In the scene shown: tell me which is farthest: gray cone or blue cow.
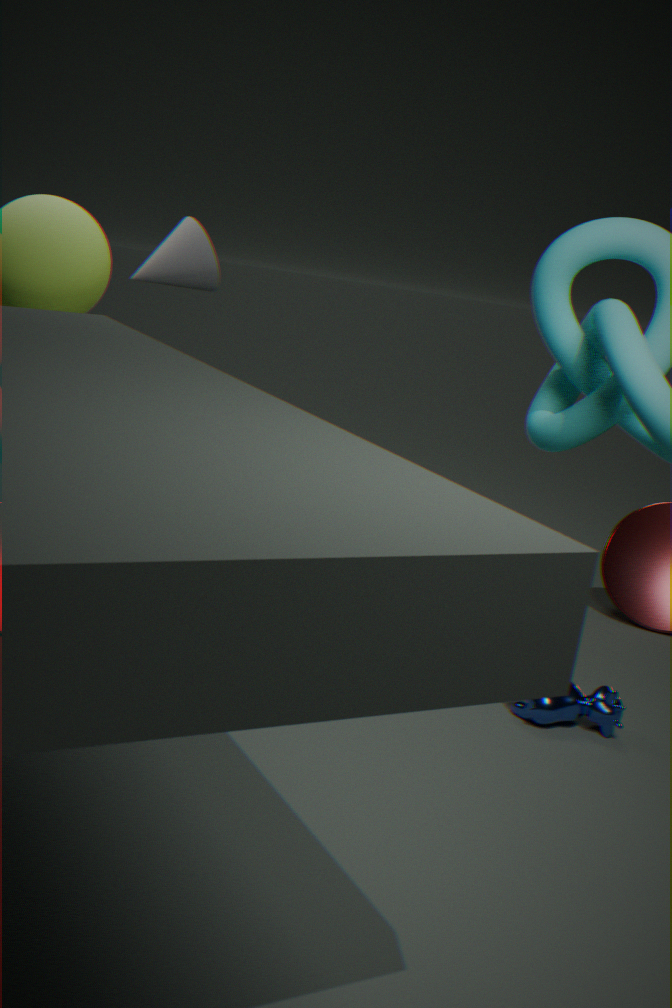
gray cone
